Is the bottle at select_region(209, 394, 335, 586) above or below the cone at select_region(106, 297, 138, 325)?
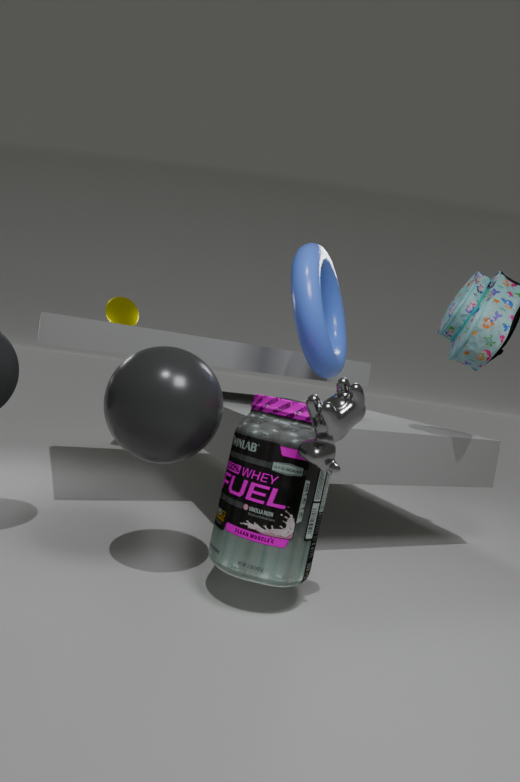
below
